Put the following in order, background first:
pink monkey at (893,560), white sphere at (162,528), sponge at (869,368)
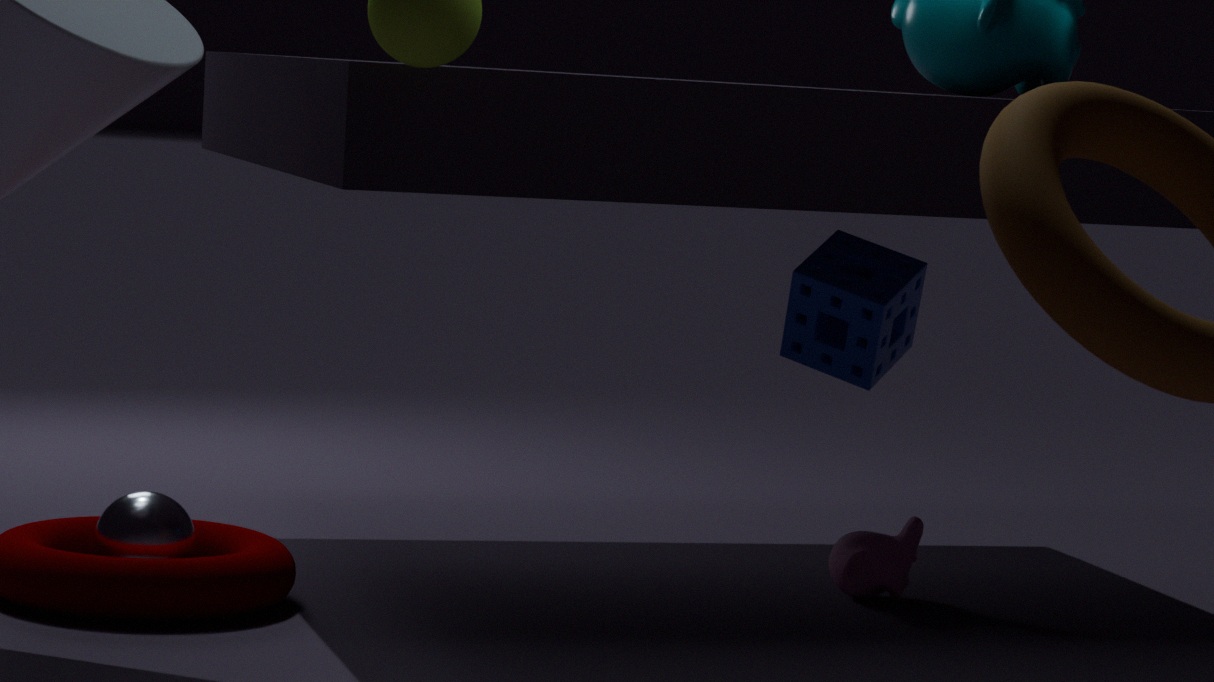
1. pink monkey at (893,560)
2. sponge at (869,368)
3. white sphere at (162,528)
